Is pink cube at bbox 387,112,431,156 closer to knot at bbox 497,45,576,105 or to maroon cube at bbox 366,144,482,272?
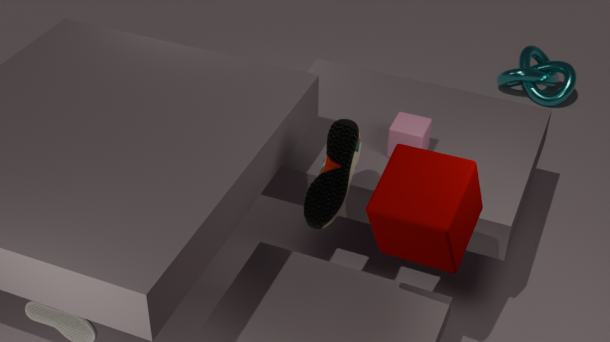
maroon cube at bbox 366,144,482,272
